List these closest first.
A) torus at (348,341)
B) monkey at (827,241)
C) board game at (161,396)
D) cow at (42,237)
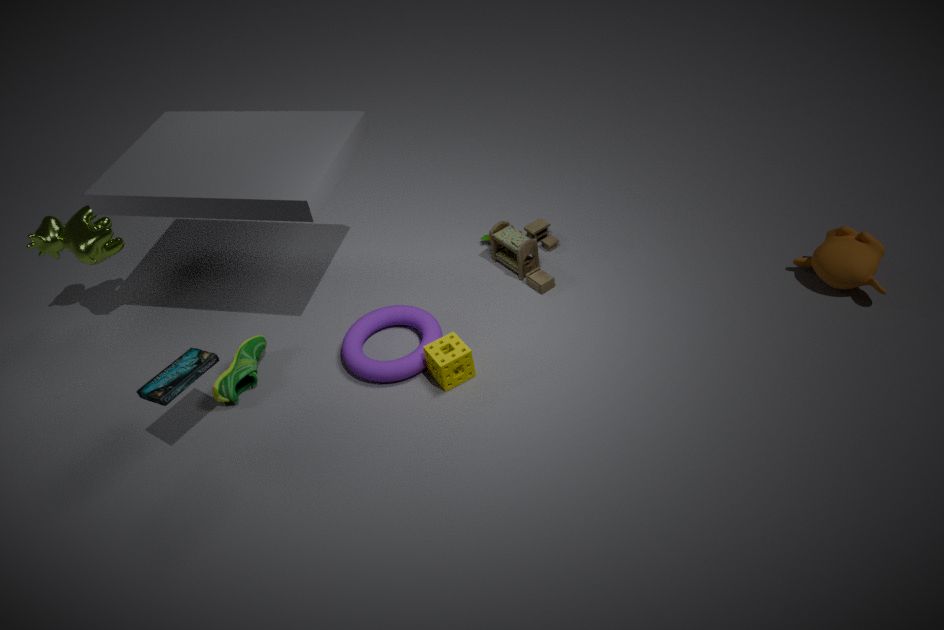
1. C. board game at (161,396)
2. B. monkey at (827,241)
3. A. torus at (348,341)
4. D. cow at (42,237)
